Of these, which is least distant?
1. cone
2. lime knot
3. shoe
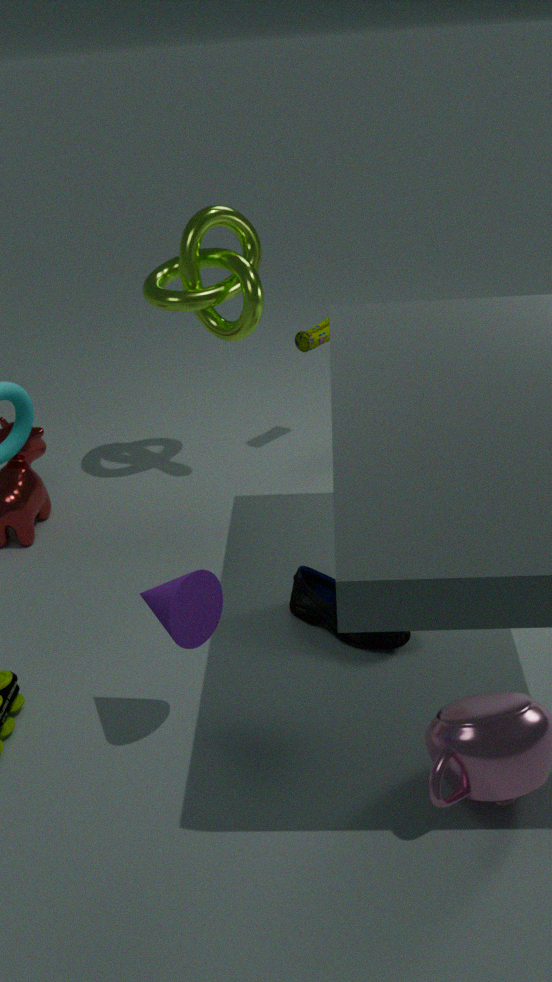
cone
